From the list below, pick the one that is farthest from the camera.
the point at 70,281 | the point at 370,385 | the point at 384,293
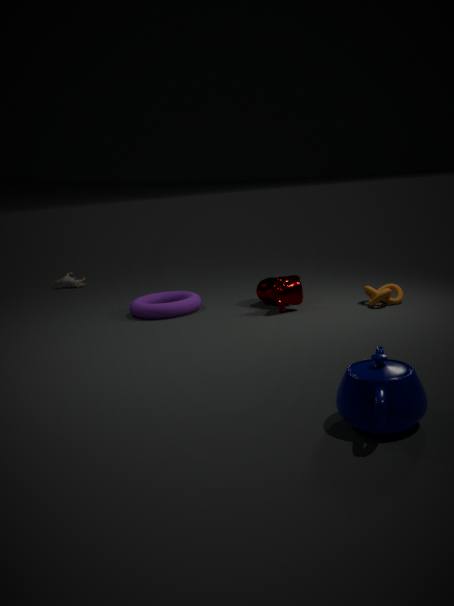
the point at 70,281
